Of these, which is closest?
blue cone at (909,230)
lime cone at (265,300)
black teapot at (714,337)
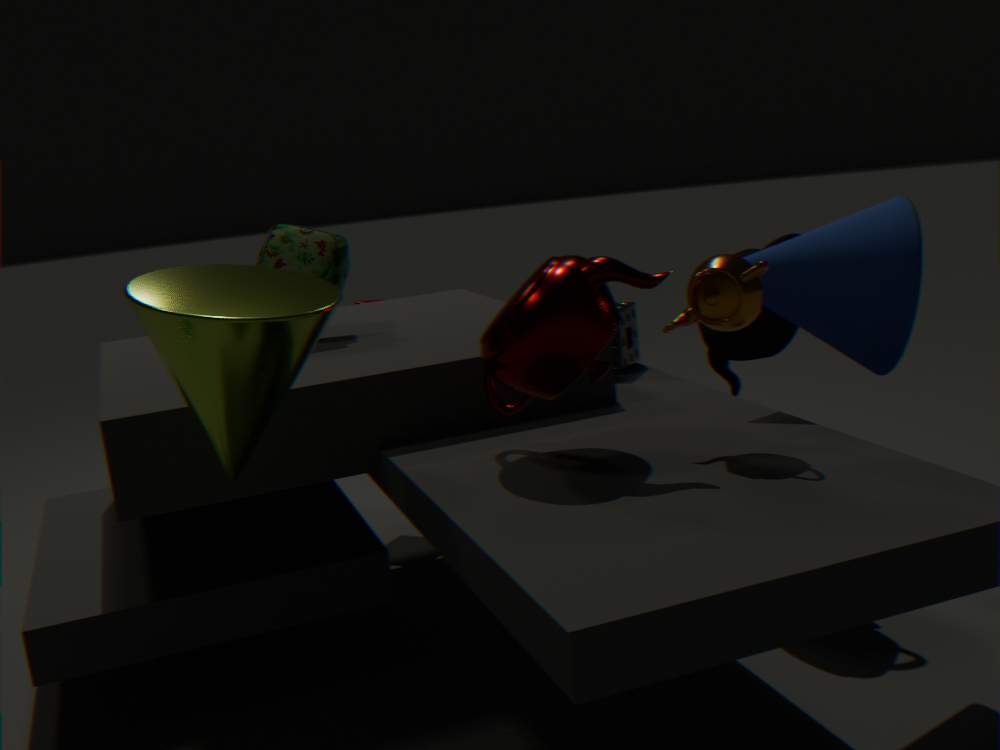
lime cone at (265,300)
